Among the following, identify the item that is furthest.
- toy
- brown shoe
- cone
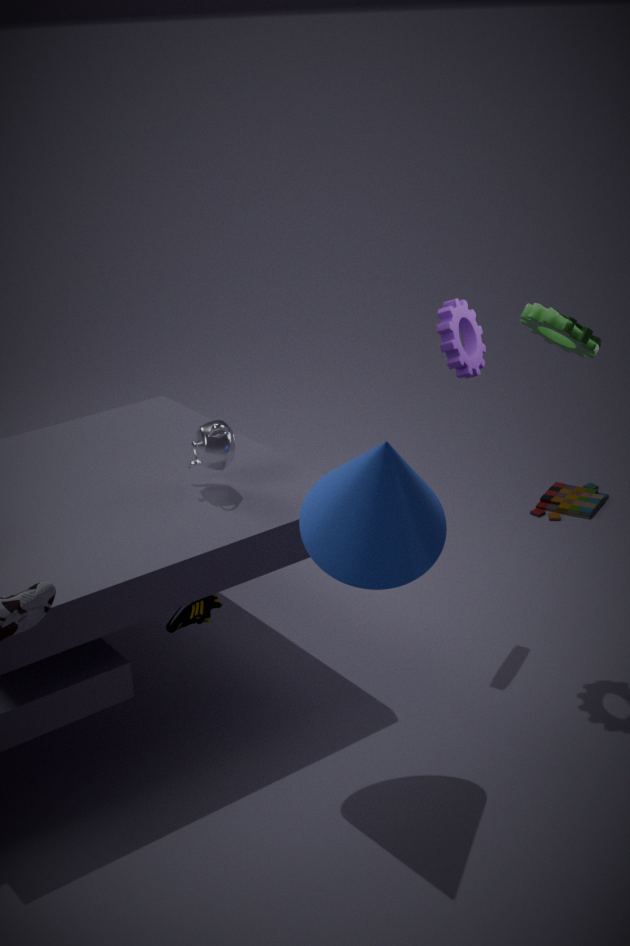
toy
